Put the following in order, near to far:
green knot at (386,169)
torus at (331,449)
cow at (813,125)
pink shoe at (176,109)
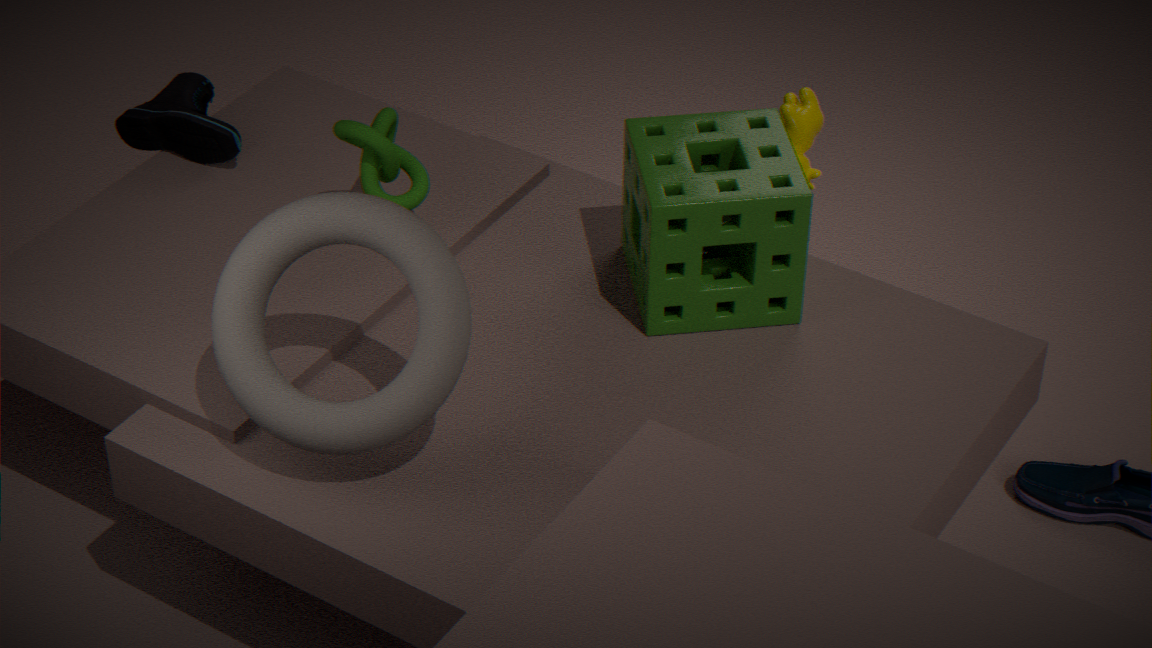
torus at (331,449) → green knot at (386,169) → pink shoe at (176,109) → cow at (813,125)
